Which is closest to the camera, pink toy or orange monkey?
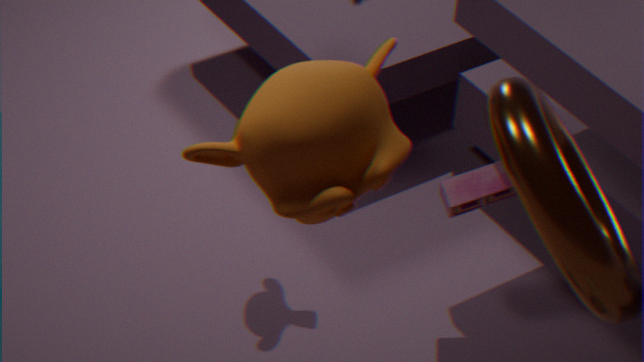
orange monkey
